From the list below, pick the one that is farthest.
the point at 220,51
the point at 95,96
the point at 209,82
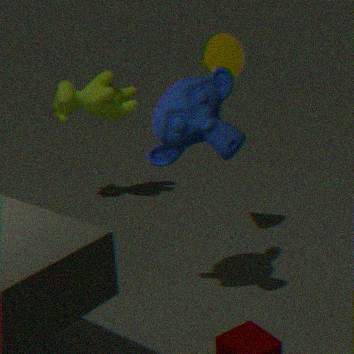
the point at 95,96
